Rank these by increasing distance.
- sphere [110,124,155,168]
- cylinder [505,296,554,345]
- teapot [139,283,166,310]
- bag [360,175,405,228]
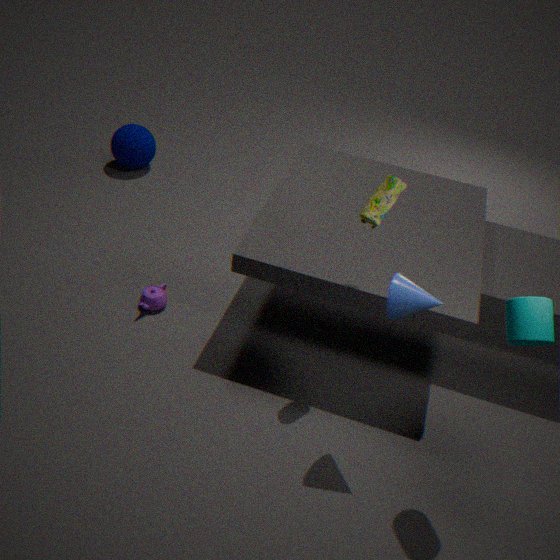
cylinder [505,296,554,345] → bag [360,175,405,228] → teapot [139,283,166,310] → sphere [110,124,155,168]
